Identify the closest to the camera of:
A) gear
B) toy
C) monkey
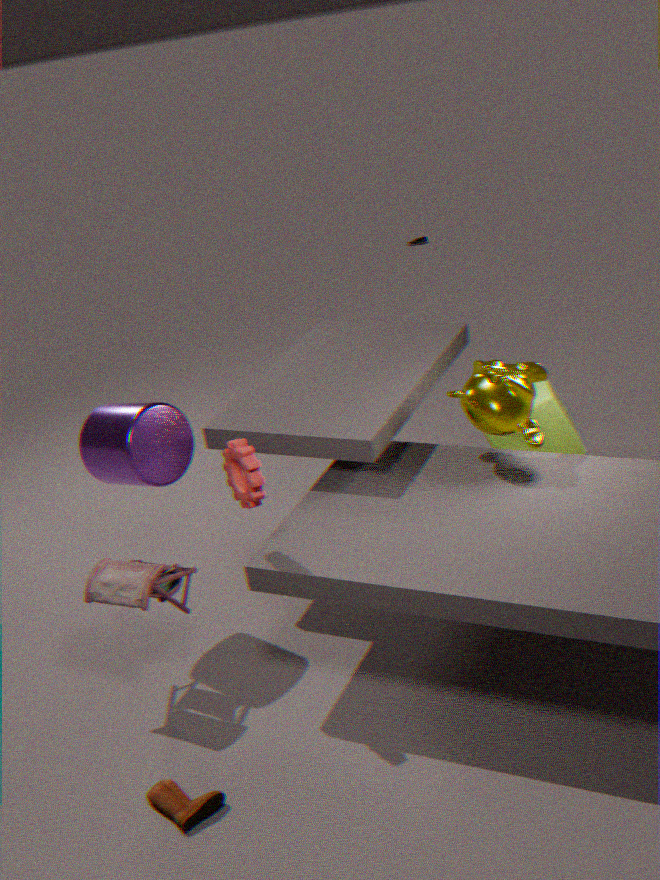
gear
